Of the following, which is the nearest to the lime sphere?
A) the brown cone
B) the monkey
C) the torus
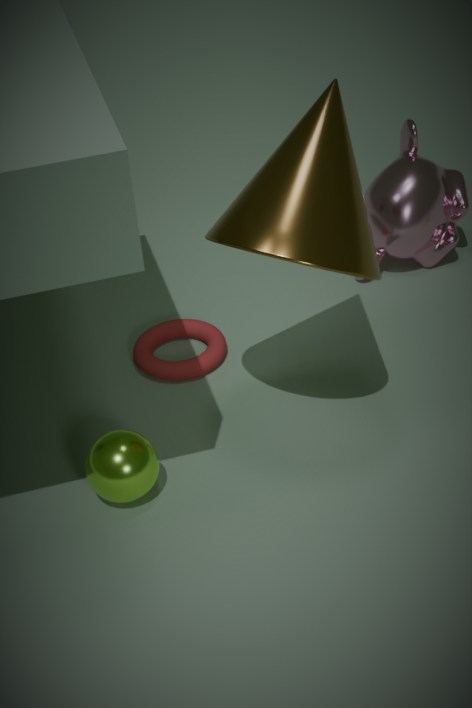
the torus
